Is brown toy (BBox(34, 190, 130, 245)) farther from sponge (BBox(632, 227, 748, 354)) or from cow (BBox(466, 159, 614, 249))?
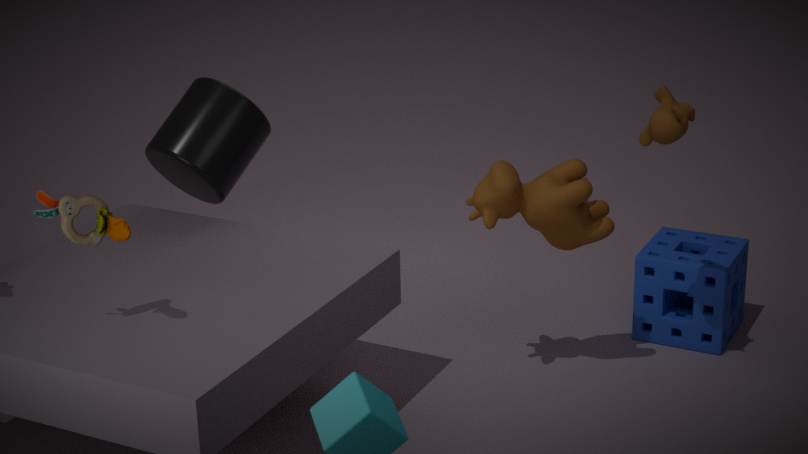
sponge (BBox(632, 227, 748, 354))
